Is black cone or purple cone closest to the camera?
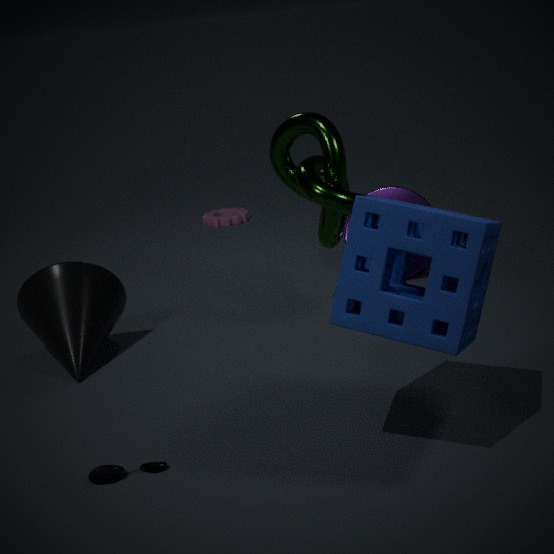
black cone
